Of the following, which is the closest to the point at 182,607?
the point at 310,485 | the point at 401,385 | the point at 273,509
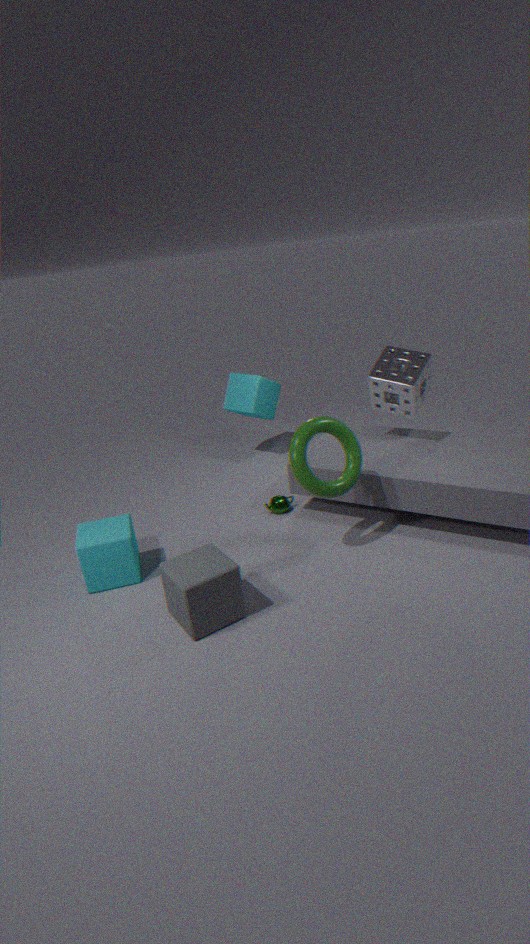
the point at 310,485
